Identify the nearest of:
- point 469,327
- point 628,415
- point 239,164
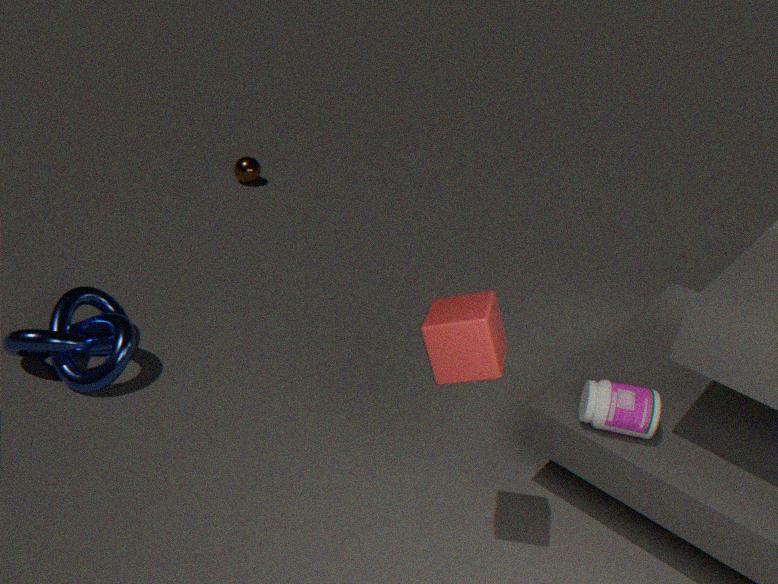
point 469,327
